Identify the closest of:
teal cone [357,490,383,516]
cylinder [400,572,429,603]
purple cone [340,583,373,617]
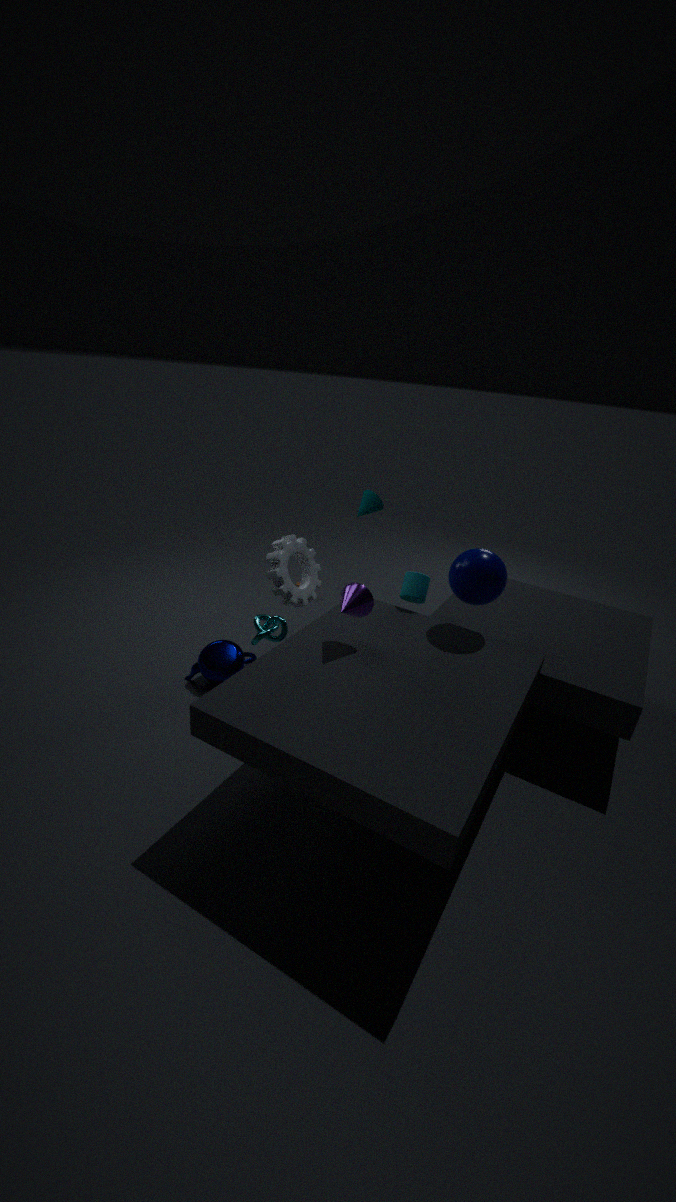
purple cone [340,583,373,617]
